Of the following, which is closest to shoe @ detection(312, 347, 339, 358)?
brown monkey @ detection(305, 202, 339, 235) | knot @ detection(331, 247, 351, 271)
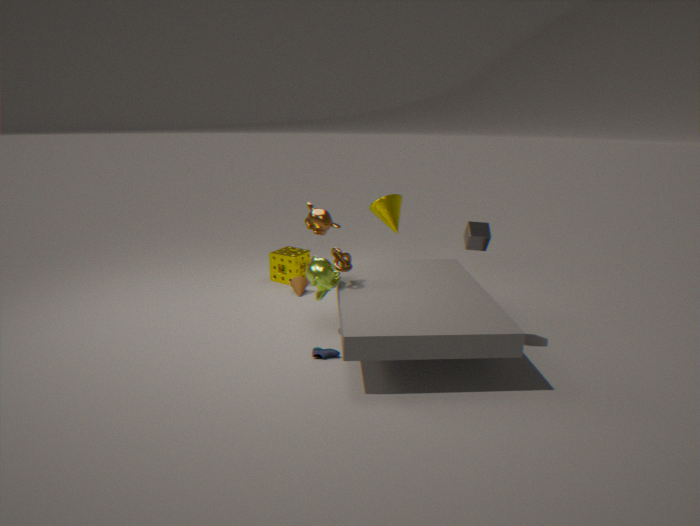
knot @ detection(331, 247, 351, 271)
